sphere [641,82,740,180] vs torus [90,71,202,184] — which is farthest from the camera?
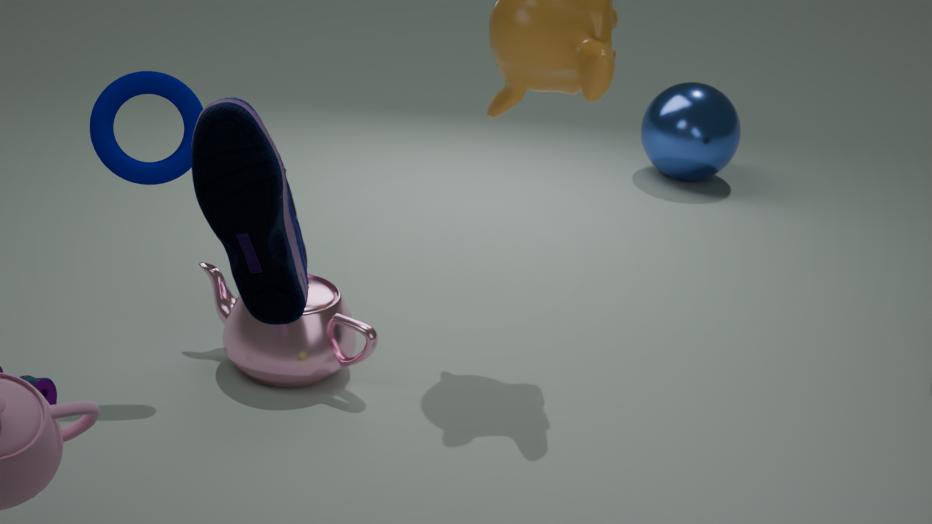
sphere [641,82,740,180]
